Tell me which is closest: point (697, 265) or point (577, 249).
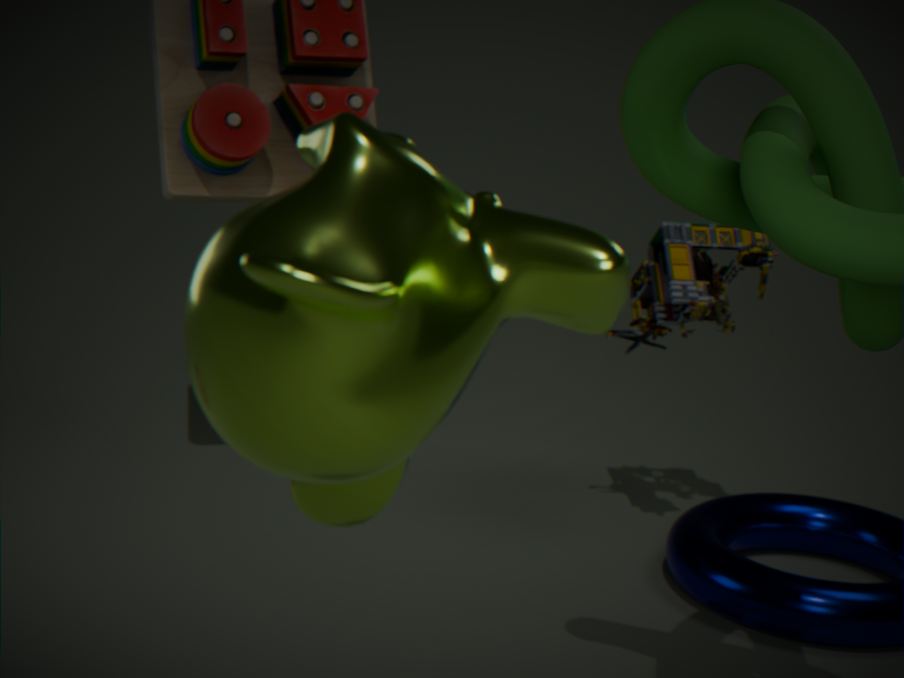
point (577, 249)
